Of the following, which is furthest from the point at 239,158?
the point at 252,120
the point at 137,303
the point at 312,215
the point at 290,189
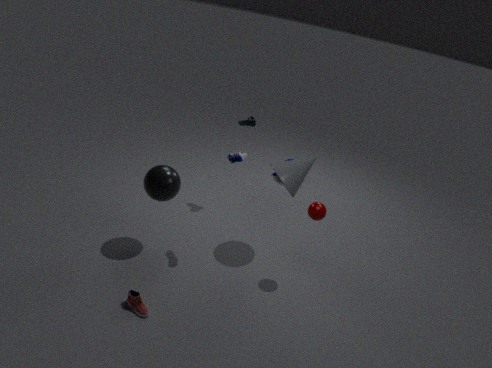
the point at 137,303
